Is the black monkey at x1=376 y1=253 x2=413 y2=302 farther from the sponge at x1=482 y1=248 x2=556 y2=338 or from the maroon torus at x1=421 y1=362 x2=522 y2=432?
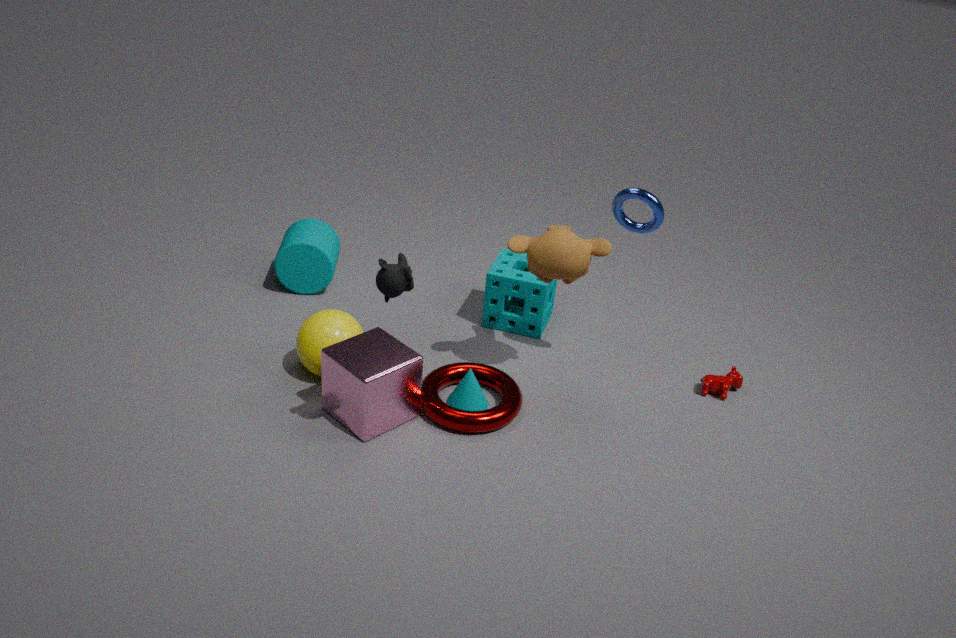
the sponge at x1=482 y1=248 x2=556 y2=338
